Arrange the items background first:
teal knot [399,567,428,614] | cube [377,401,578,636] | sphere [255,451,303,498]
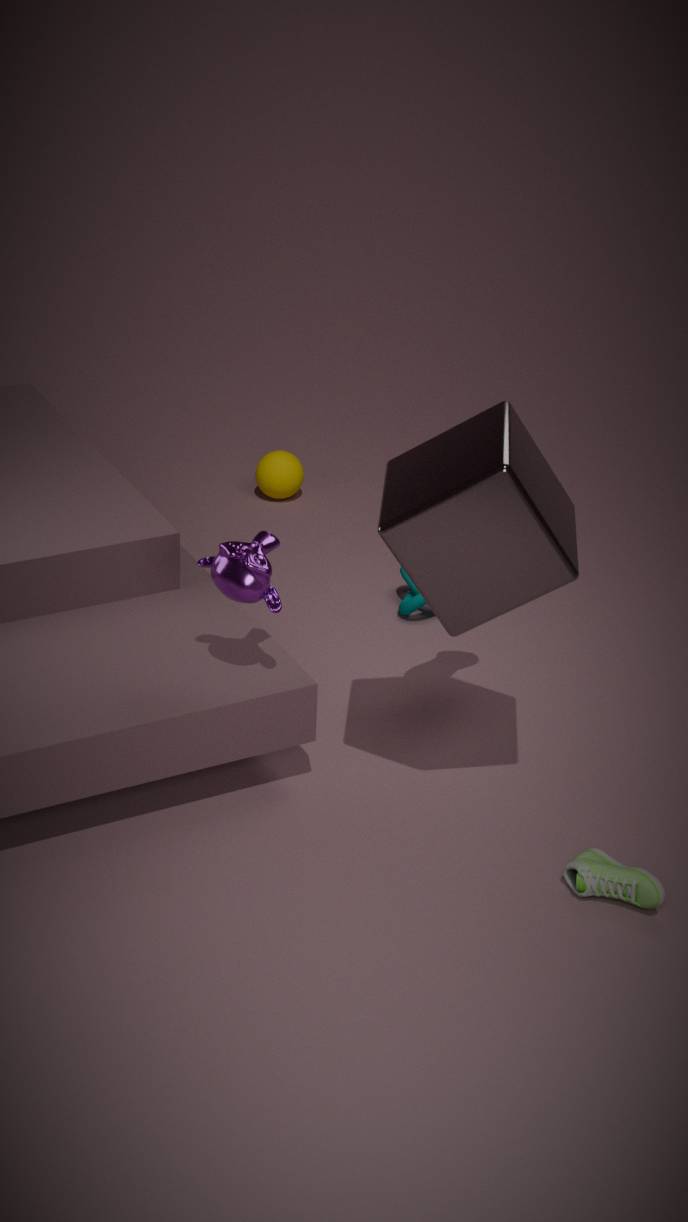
1. sphere [255,451,303,498]
2. teal knot [399,567,428,614]
3. cube [377,401,578,636]
